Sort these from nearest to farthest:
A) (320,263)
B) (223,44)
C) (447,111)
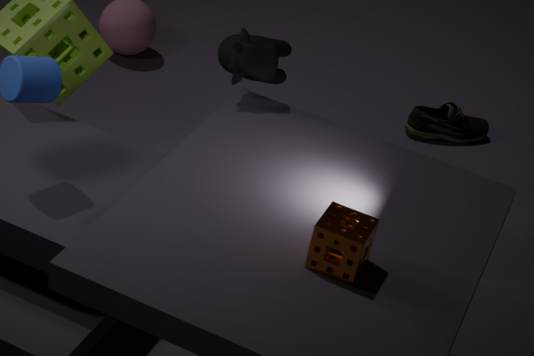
(320,263)
(223,44)
(447,111)
